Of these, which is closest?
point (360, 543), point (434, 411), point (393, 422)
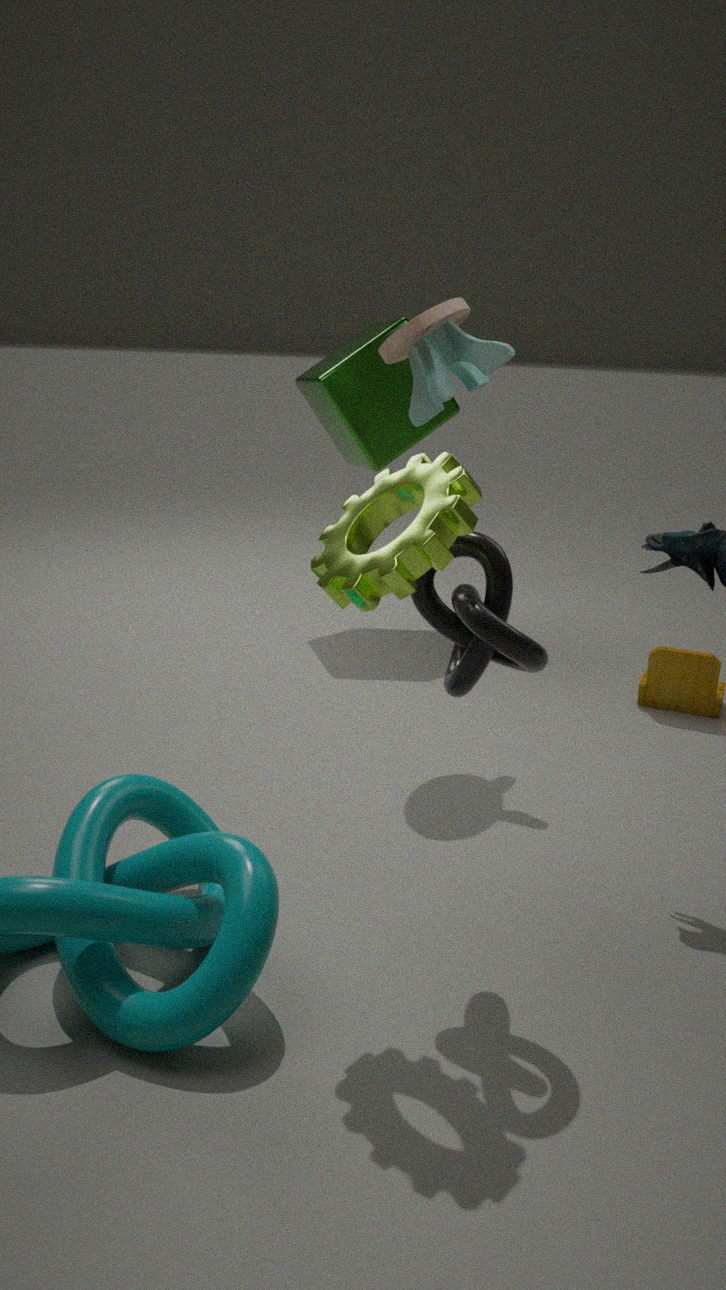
point (360, 543)
